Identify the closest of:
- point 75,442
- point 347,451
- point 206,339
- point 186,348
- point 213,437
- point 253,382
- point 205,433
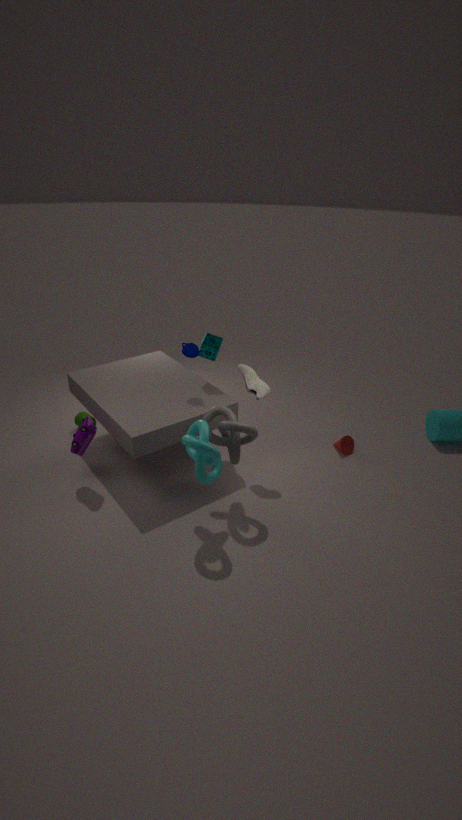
point 205,433
